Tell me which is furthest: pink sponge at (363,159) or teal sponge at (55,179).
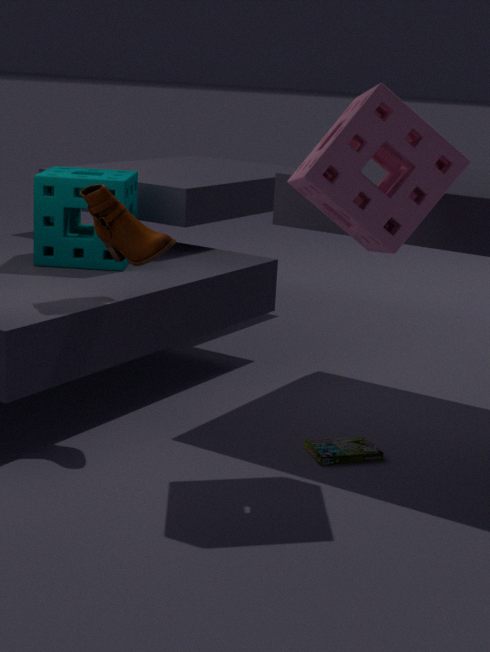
teal sponge at (55,179)
